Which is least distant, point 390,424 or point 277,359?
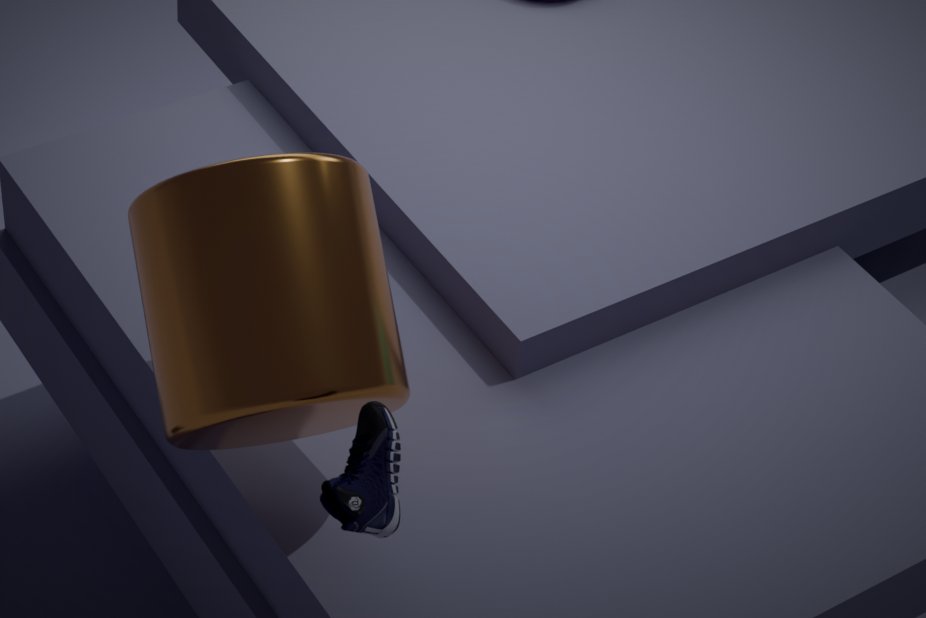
point 390,424
